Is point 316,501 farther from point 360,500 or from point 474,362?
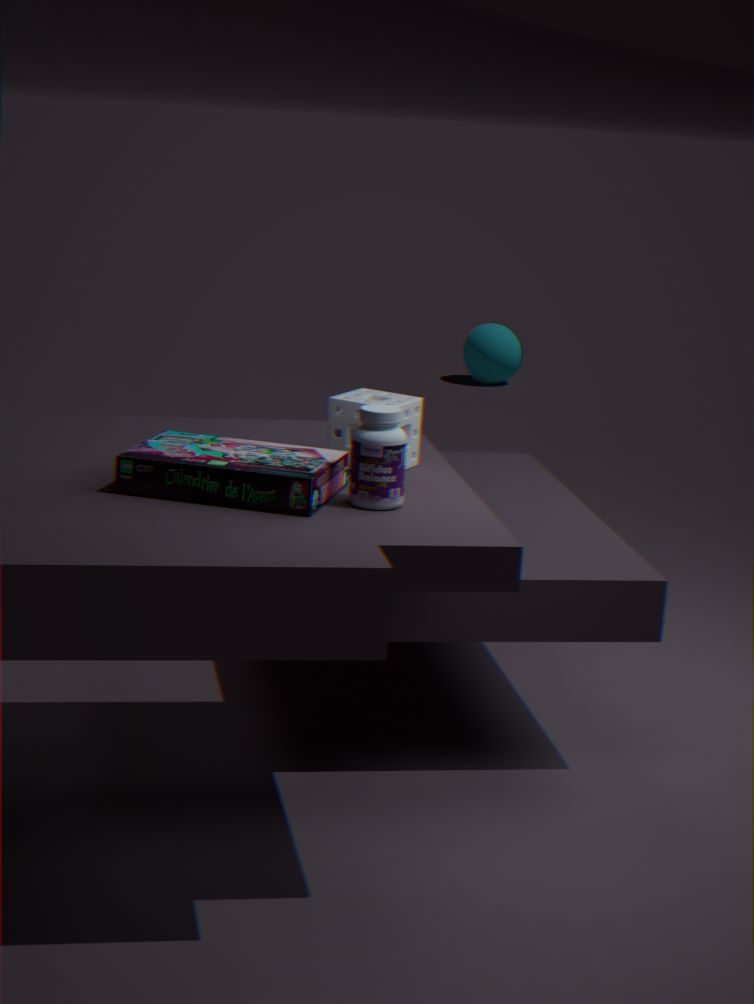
point 474,362
